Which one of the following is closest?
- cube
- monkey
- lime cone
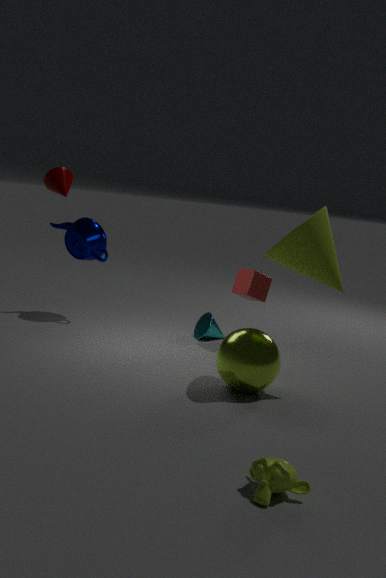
monkey
